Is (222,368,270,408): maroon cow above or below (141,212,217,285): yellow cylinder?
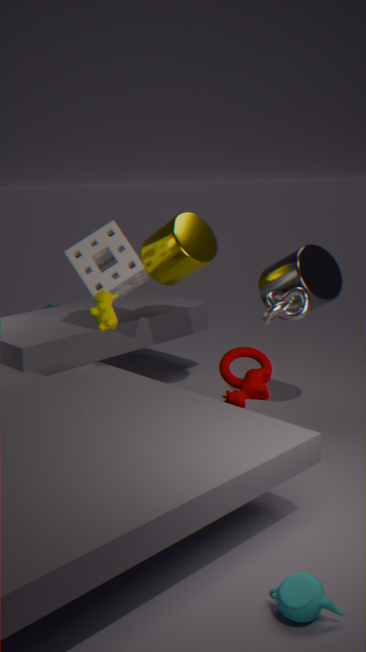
below
